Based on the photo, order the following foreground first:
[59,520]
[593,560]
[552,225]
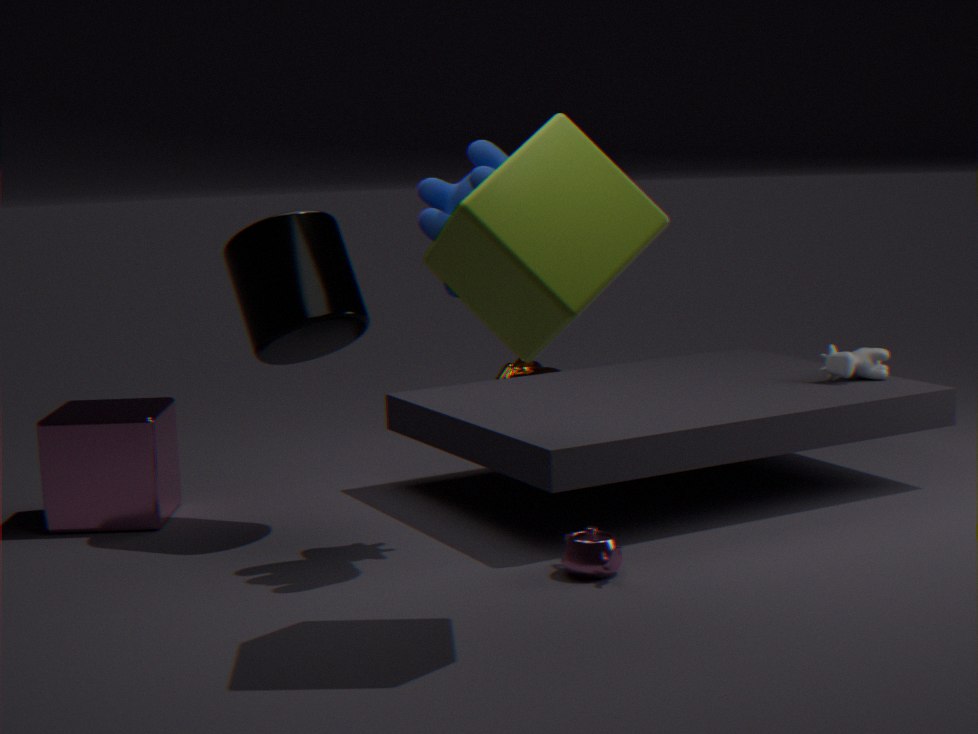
[552,225]
[593,560]
[59,520]
